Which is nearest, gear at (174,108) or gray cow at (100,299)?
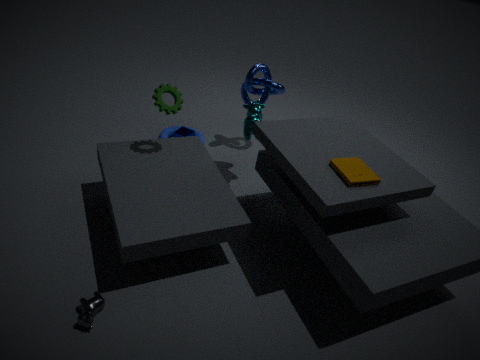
→ gray cow at (100,299)
